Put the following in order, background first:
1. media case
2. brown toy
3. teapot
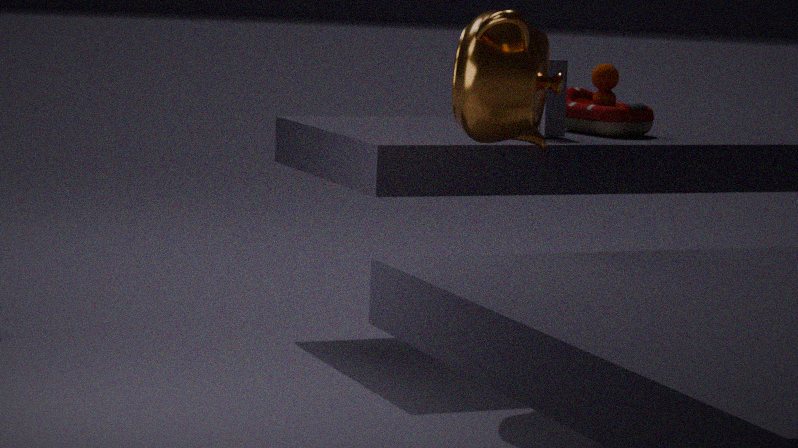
brown toy
media case
teapot
